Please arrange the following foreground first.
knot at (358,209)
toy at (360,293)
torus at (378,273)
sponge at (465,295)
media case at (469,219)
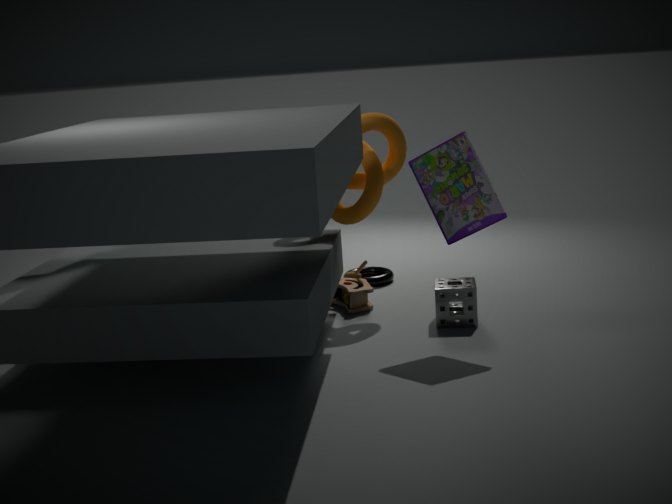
media case at (469,219), sponge at (465,295), knot at (358,209), toy at (360,293), torus at (378,273)
